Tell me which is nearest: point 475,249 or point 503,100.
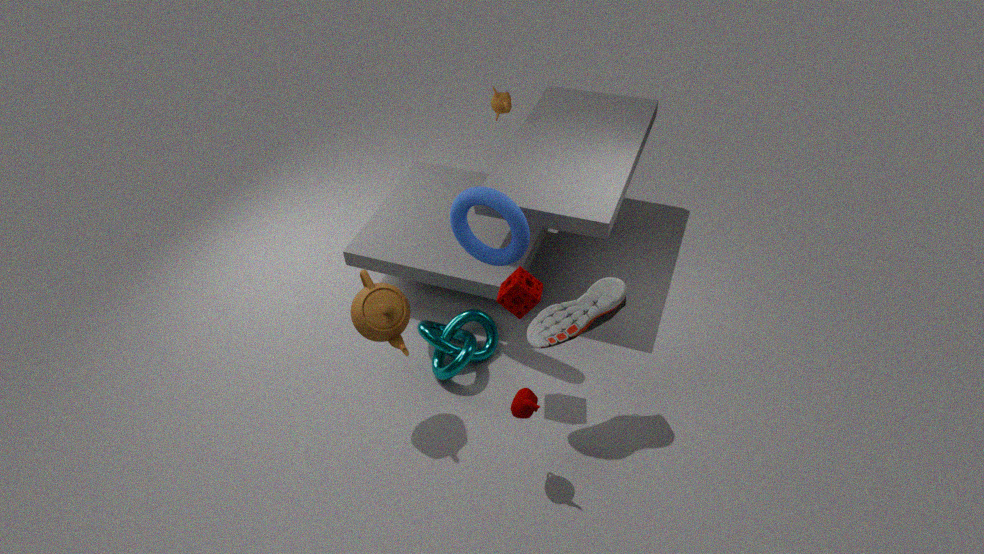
point 475,249
